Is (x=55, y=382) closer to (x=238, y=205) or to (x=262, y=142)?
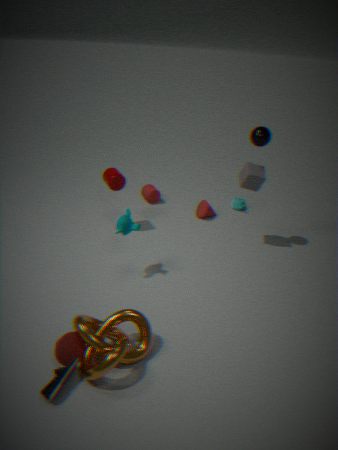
(x=262, y=142)
